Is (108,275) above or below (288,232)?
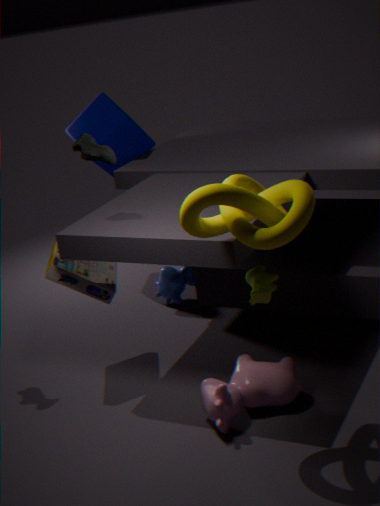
below
